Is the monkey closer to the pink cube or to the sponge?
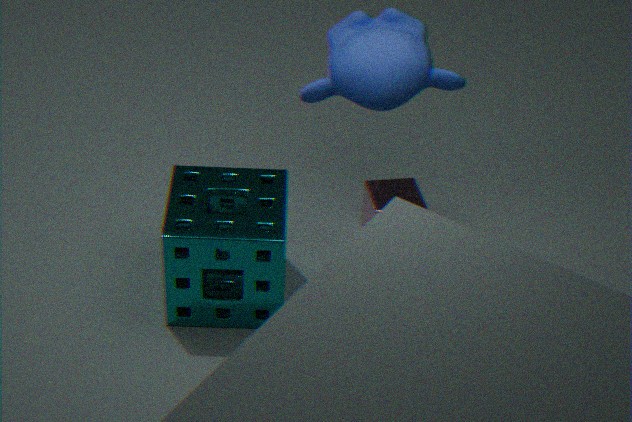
the sponge
